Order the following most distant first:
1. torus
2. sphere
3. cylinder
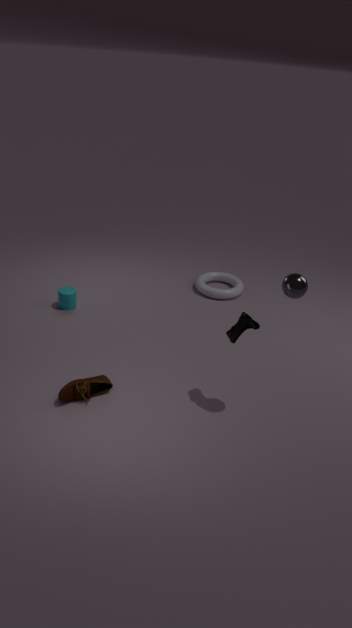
torus → cylinder → sphere
